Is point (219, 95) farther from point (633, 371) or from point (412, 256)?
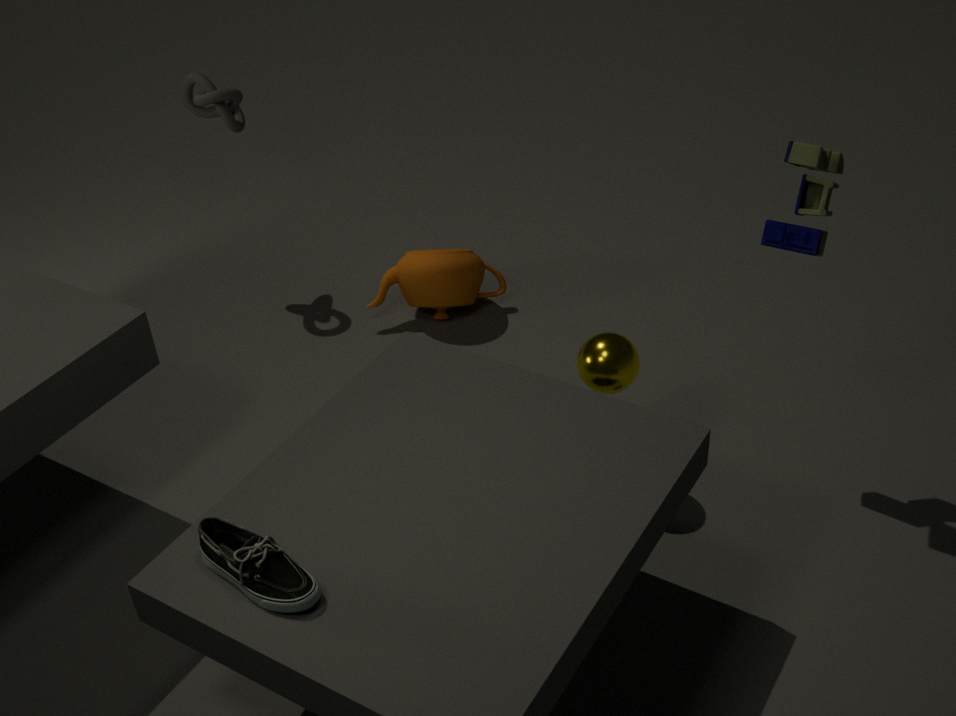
point (633, 371)
